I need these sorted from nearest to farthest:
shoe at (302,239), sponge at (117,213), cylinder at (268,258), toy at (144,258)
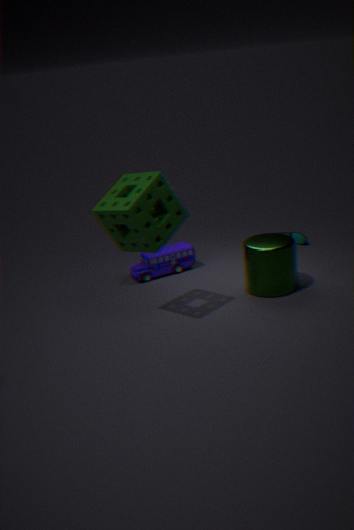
sponge at (117,213)
cylinder at (268,258)
toy at (144,258)
shoe at (302,239)
